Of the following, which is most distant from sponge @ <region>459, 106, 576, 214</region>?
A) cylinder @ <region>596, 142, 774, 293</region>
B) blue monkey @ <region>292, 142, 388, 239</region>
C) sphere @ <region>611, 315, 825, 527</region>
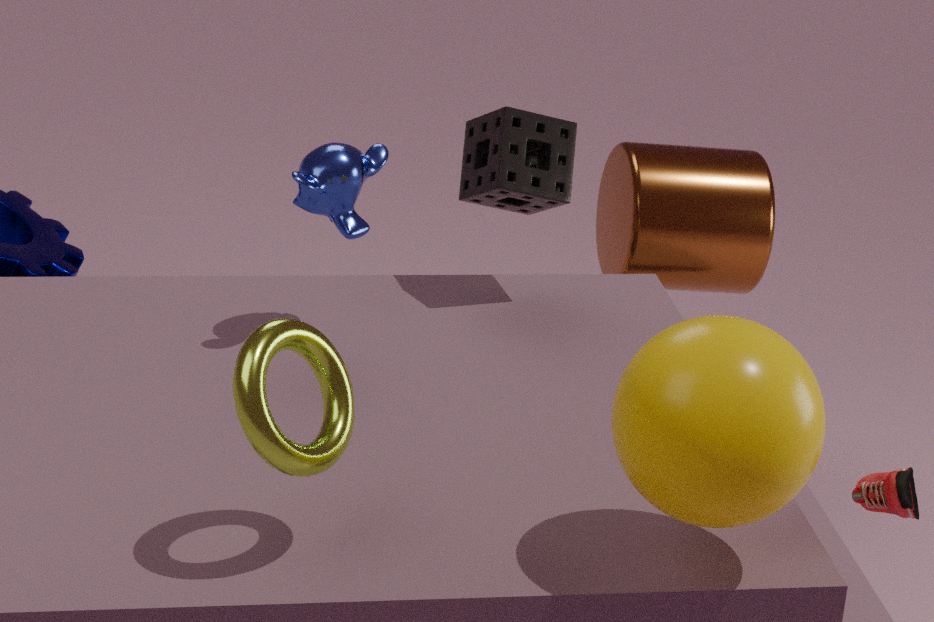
sphere @ <region>611, 315, 825, 527</region>
